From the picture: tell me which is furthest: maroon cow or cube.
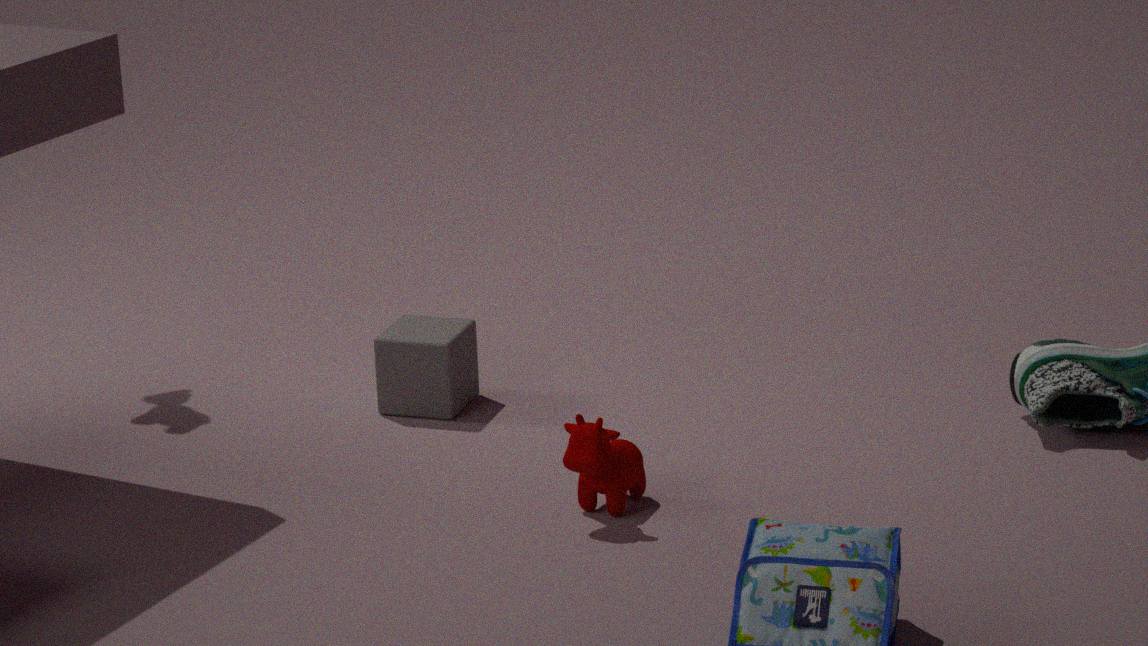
cube
